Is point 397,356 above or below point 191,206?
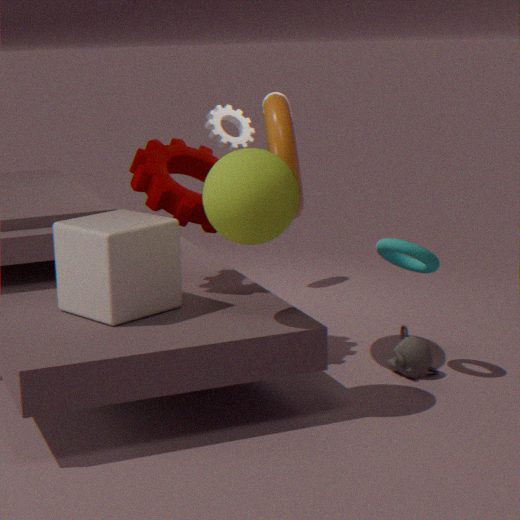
below
